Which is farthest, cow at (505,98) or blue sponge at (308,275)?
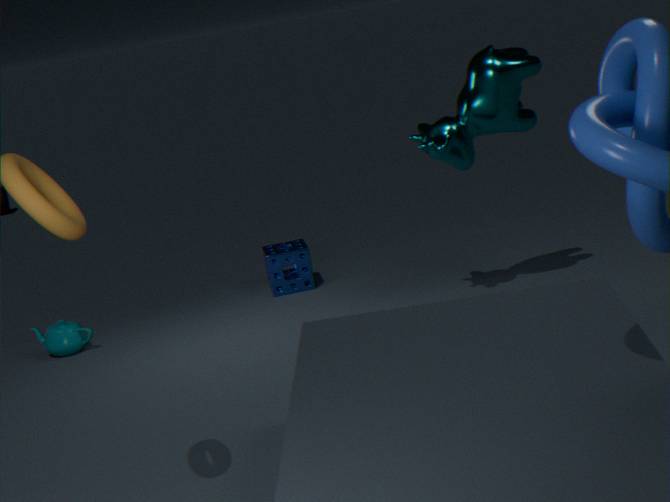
blue sponge at (308,275)
